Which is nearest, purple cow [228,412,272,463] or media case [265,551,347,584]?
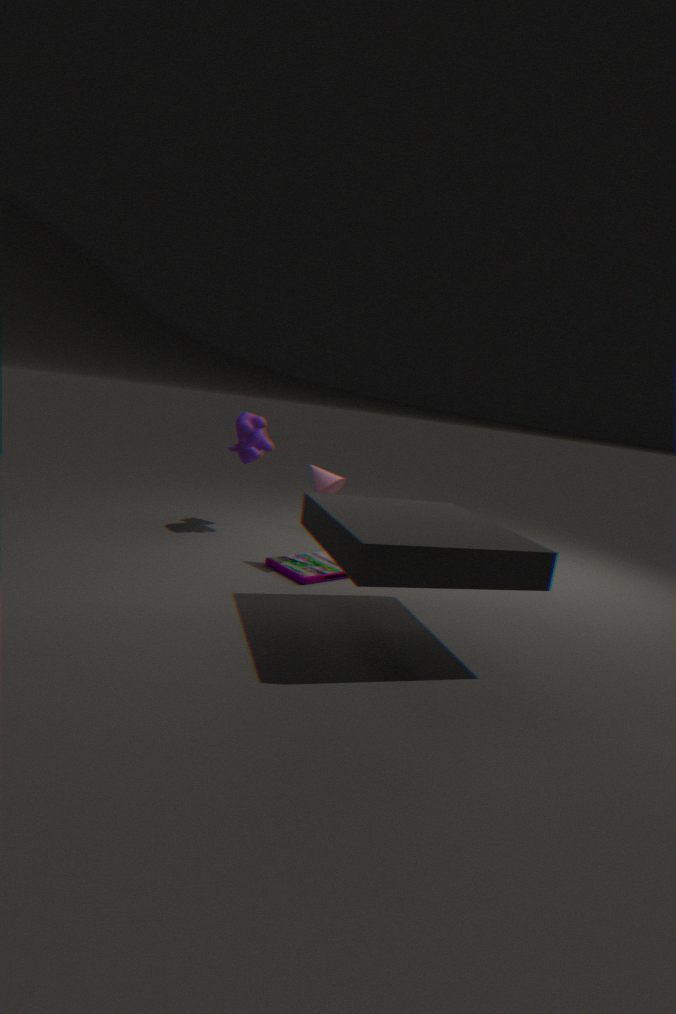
media case [265,551,347,584]
